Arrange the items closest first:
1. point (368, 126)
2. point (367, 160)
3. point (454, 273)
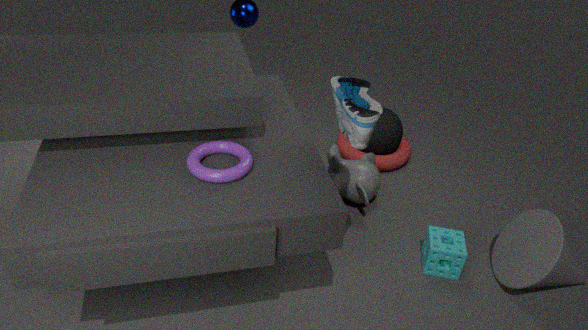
point (368, 126) → point (454, 273) → point (367, 160)
